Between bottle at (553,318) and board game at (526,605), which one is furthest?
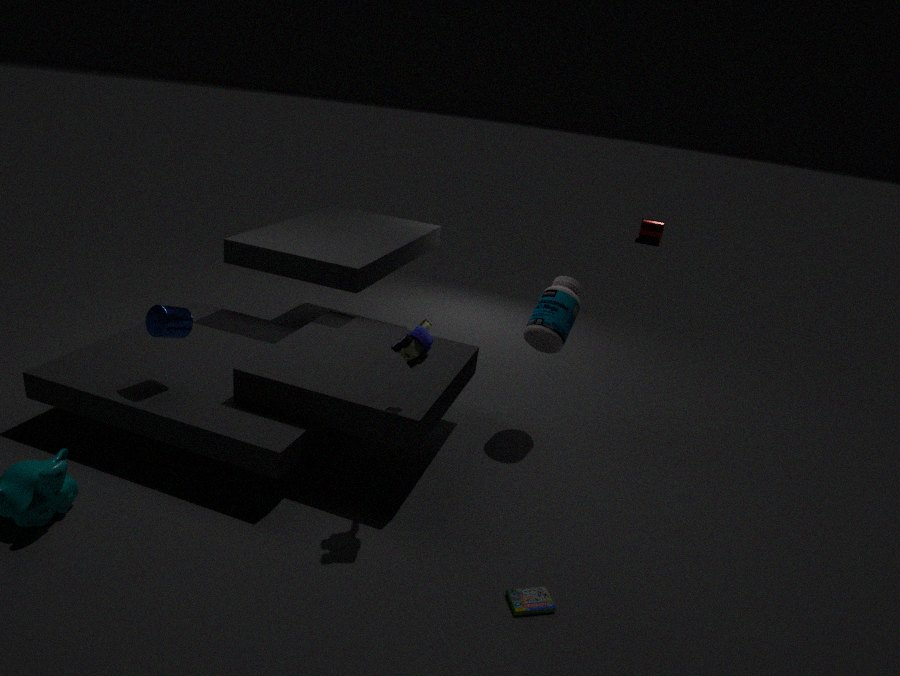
bottle at (553,318)
